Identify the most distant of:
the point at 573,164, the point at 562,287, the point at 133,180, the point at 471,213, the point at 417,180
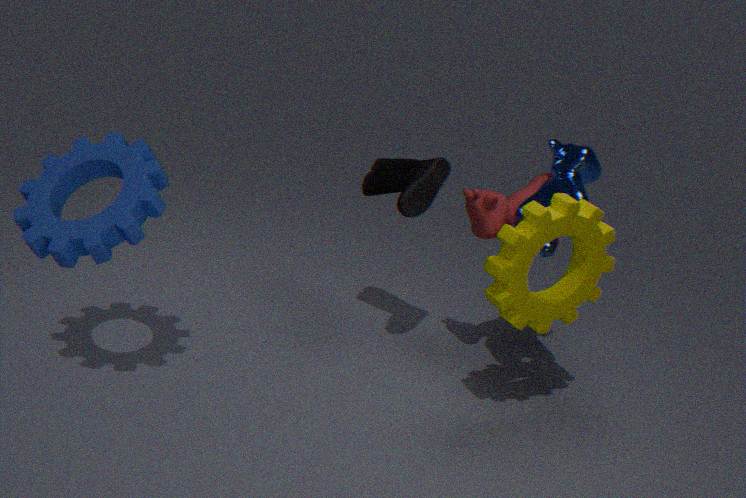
the point at 471,213
